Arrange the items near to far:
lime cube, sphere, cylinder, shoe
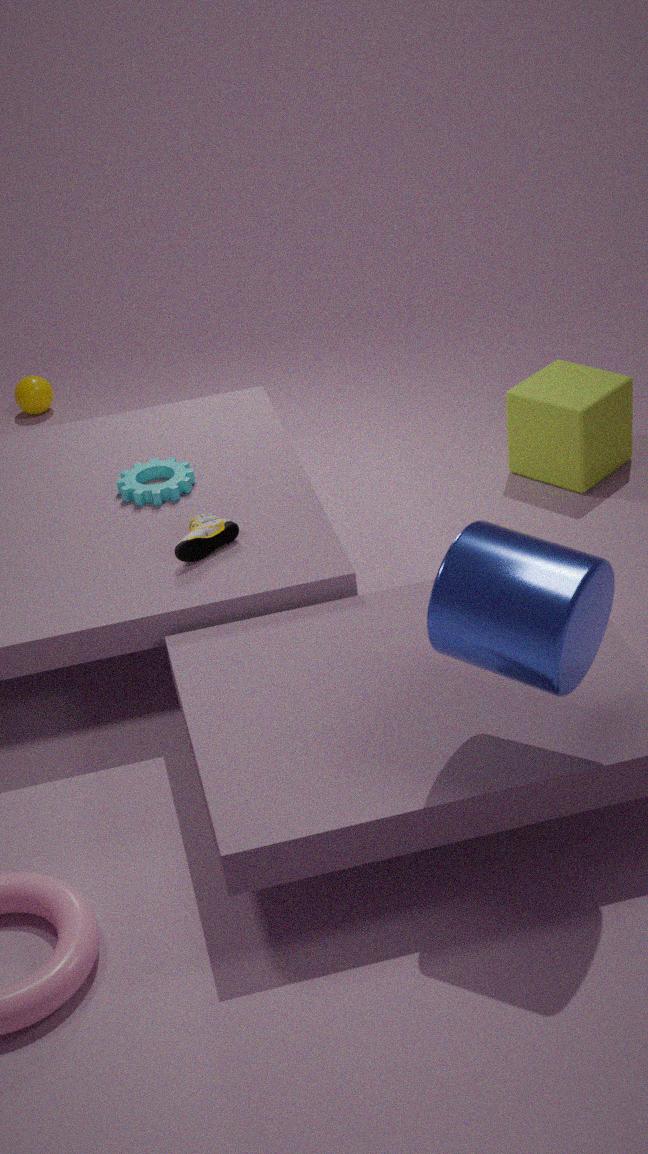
cylinder → shoe → lime cube → sphere
